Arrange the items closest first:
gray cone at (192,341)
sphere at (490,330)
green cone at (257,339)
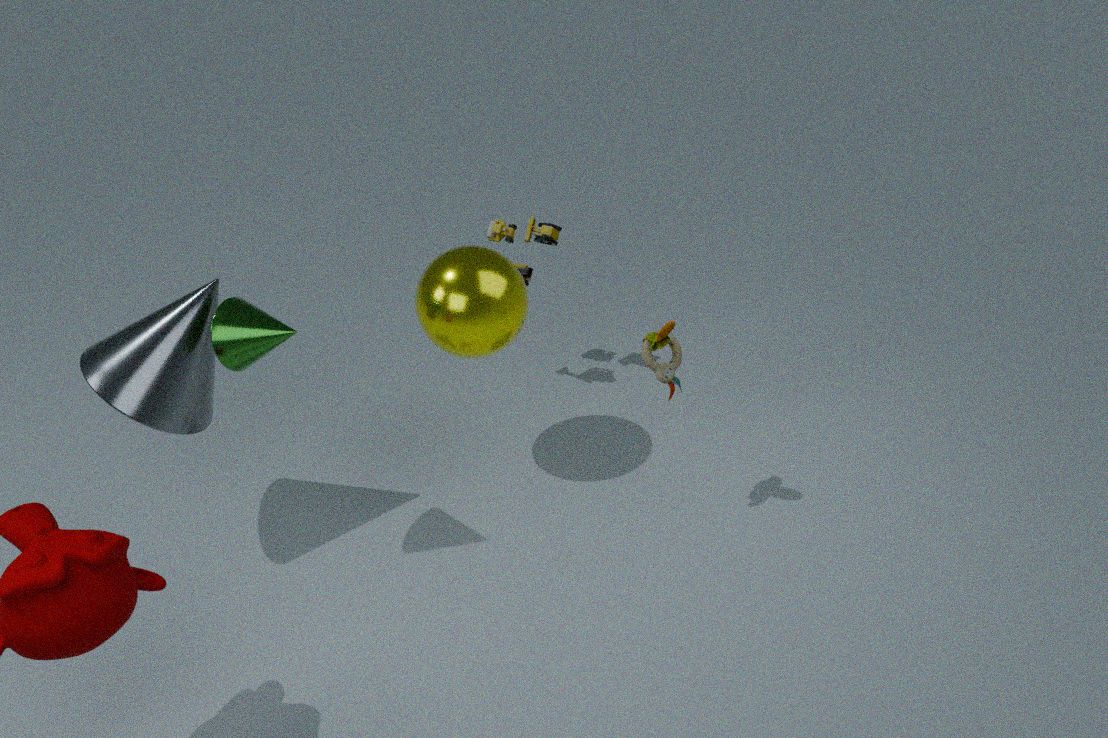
green cone at (257,339), gray cone at (192,341), sphere at (490,330)
